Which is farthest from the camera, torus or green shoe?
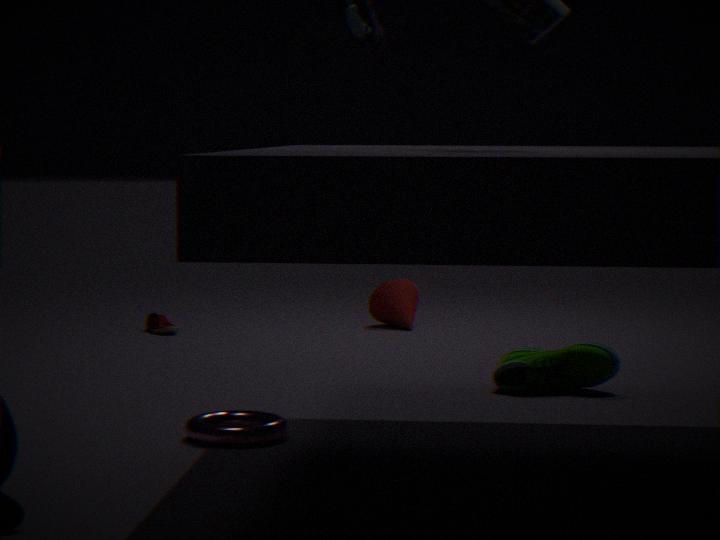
green shoe
